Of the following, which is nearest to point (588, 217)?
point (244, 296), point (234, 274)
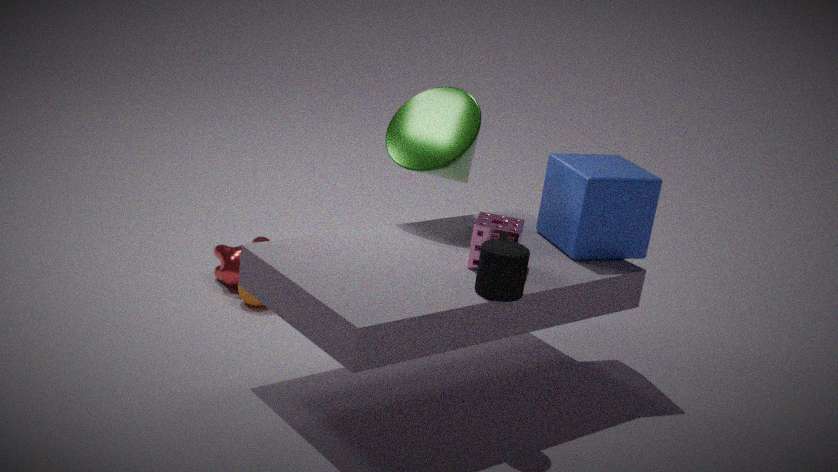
point (244, 296)
